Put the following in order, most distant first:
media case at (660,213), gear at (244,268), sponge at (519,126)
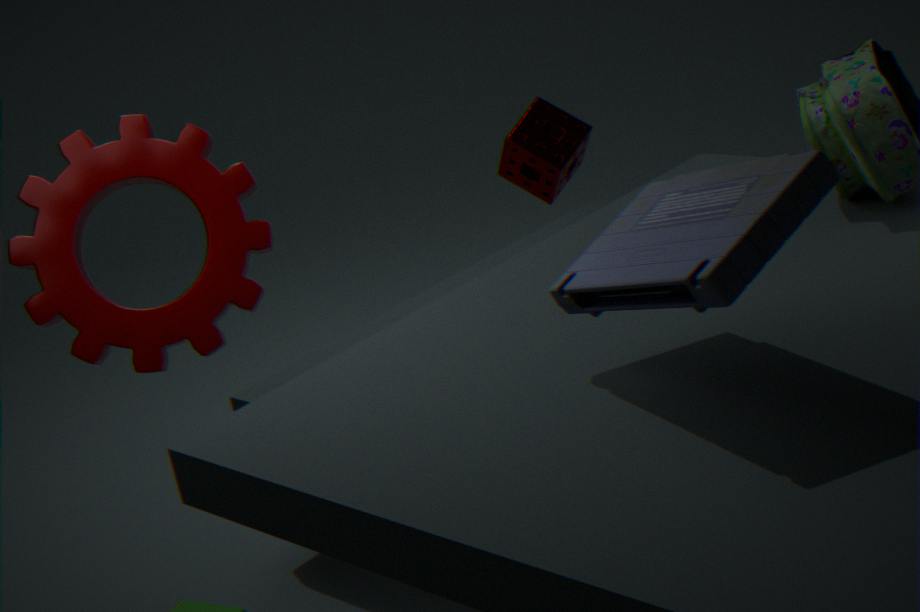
sponge at (519,126), gear at (244,268), media case at (660,213)
